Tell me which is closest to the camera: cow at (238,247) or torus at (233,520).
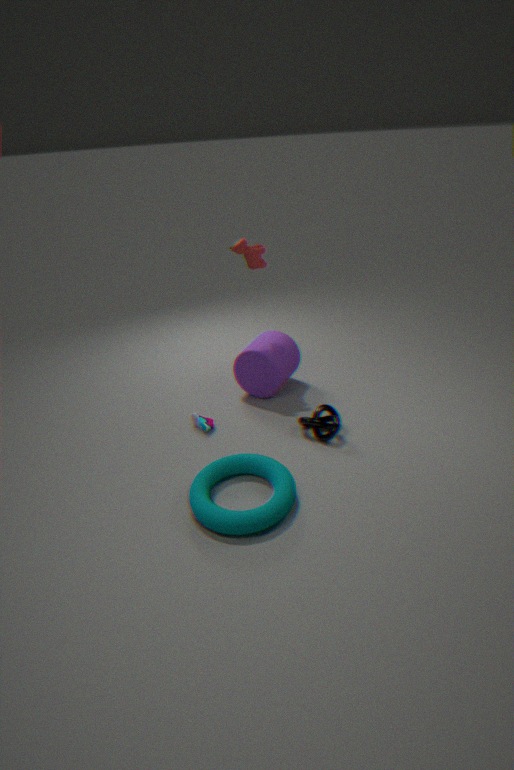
torus at (233,520)
